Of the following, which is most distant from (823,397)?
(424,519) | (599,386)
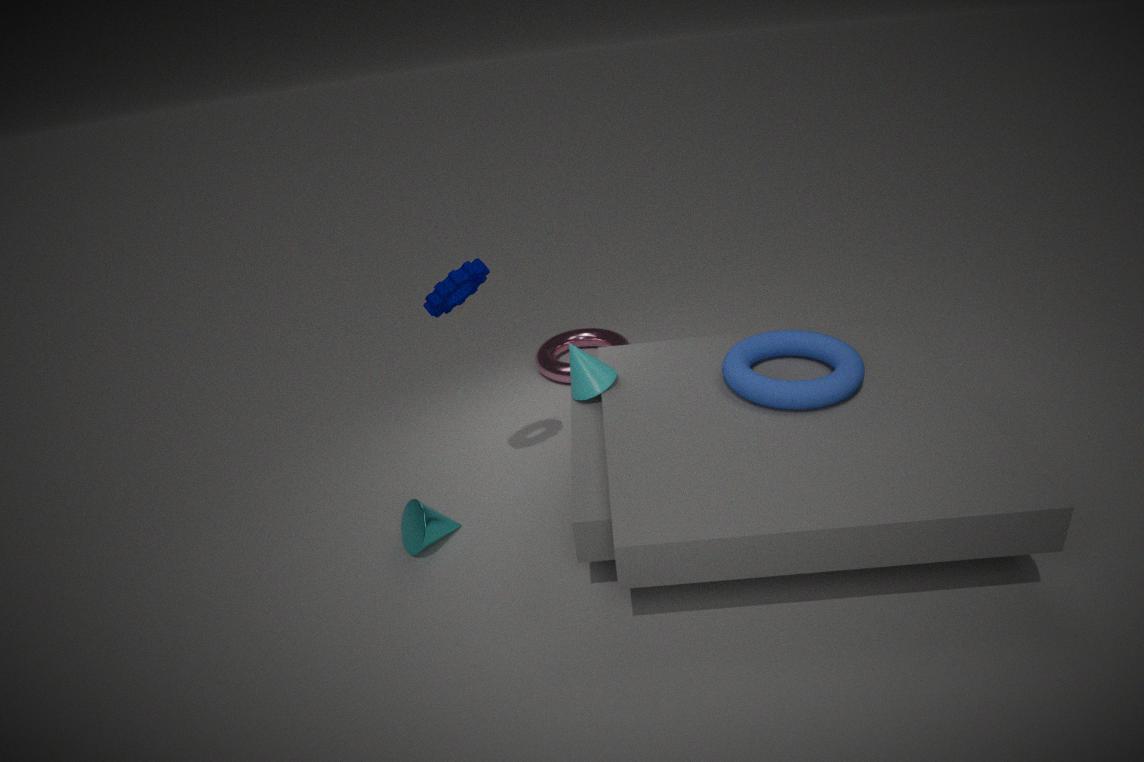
(424,519)
